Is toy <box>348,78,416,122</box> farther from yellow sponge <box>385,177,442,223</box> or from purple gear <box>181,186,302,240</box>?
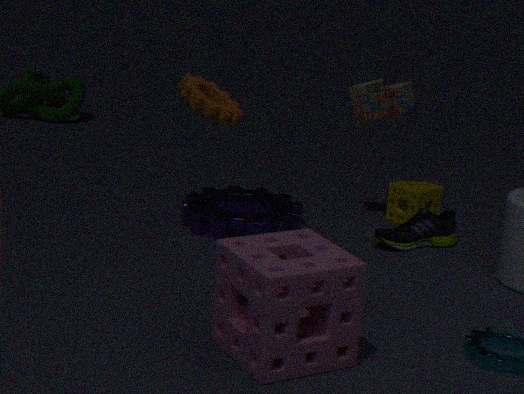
purple gear <box>181,186,302,240</box>
